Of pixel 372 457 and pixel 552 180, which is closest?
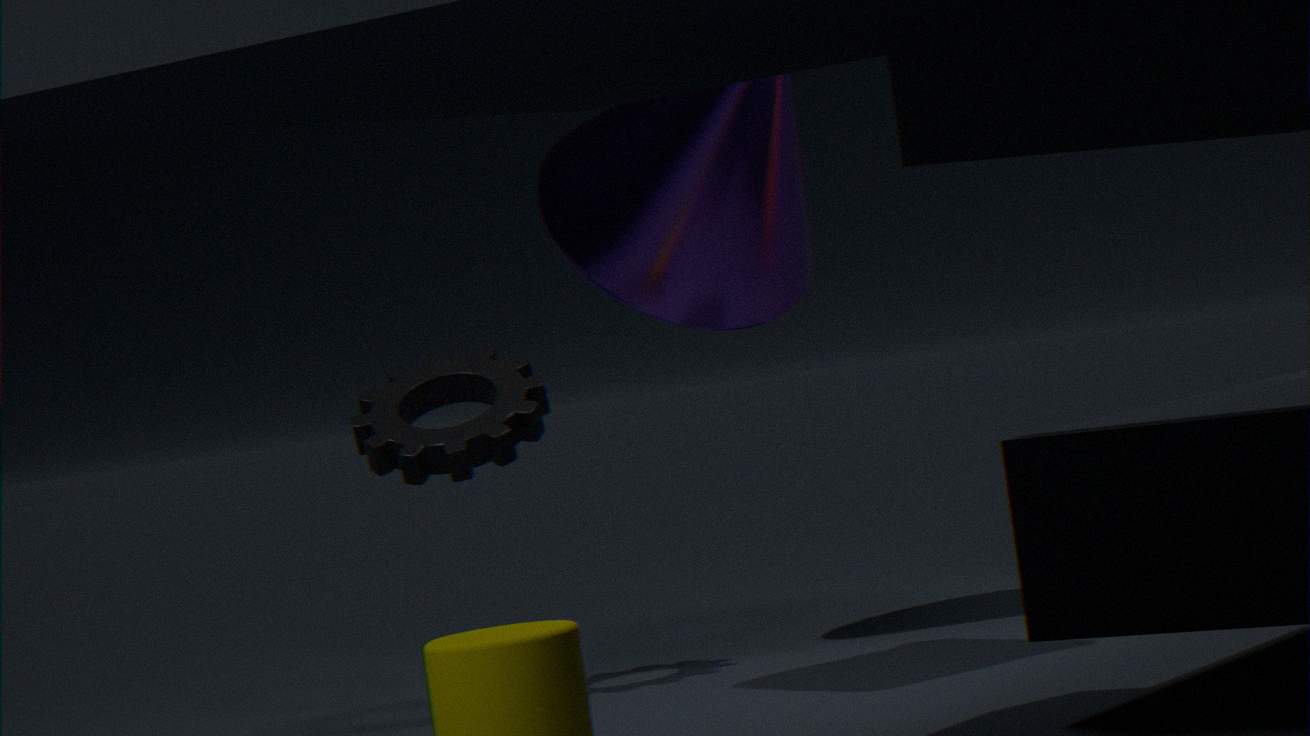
pixel 372 457
